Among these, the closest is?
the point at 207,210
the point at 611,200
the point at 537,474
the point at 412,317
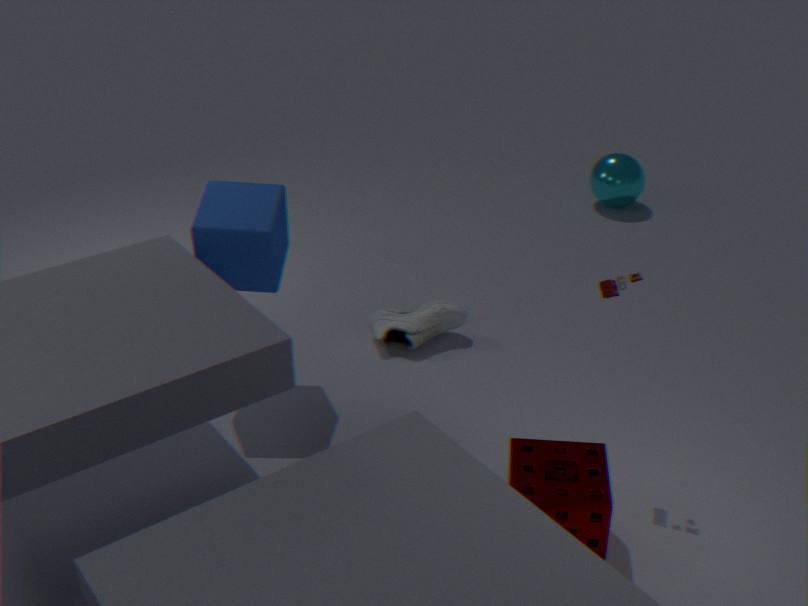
the point at 537,474
